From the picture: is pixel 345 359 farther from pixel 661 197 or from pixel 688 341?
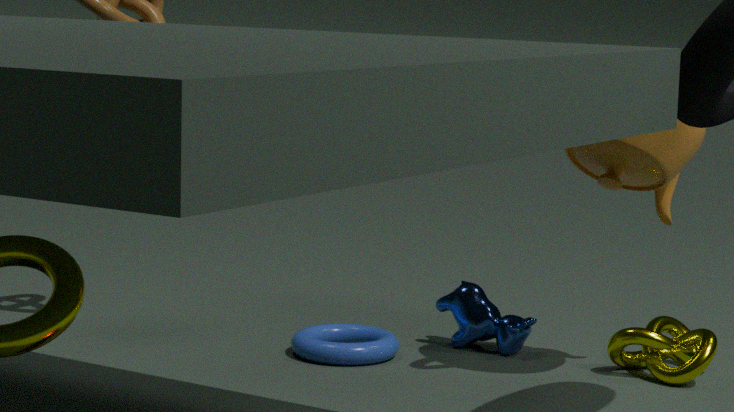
pixel 661 197
